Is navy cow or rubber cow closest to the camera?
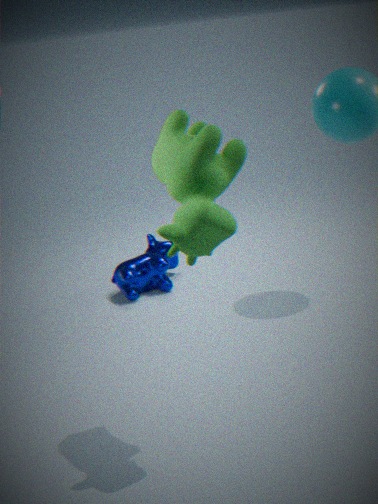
rubber cow
